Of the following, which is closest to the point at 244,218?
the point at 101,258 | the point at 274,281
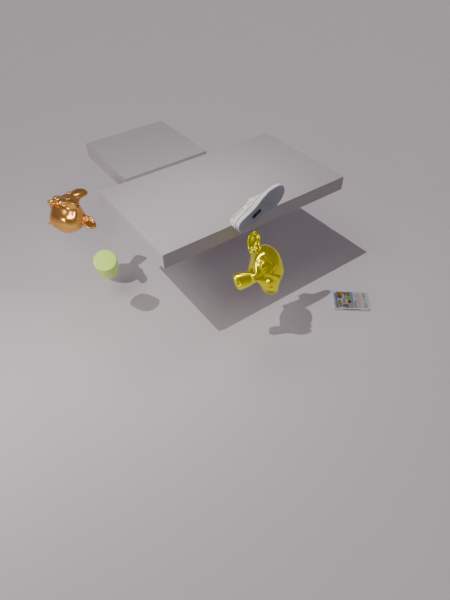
the point at 274,281
